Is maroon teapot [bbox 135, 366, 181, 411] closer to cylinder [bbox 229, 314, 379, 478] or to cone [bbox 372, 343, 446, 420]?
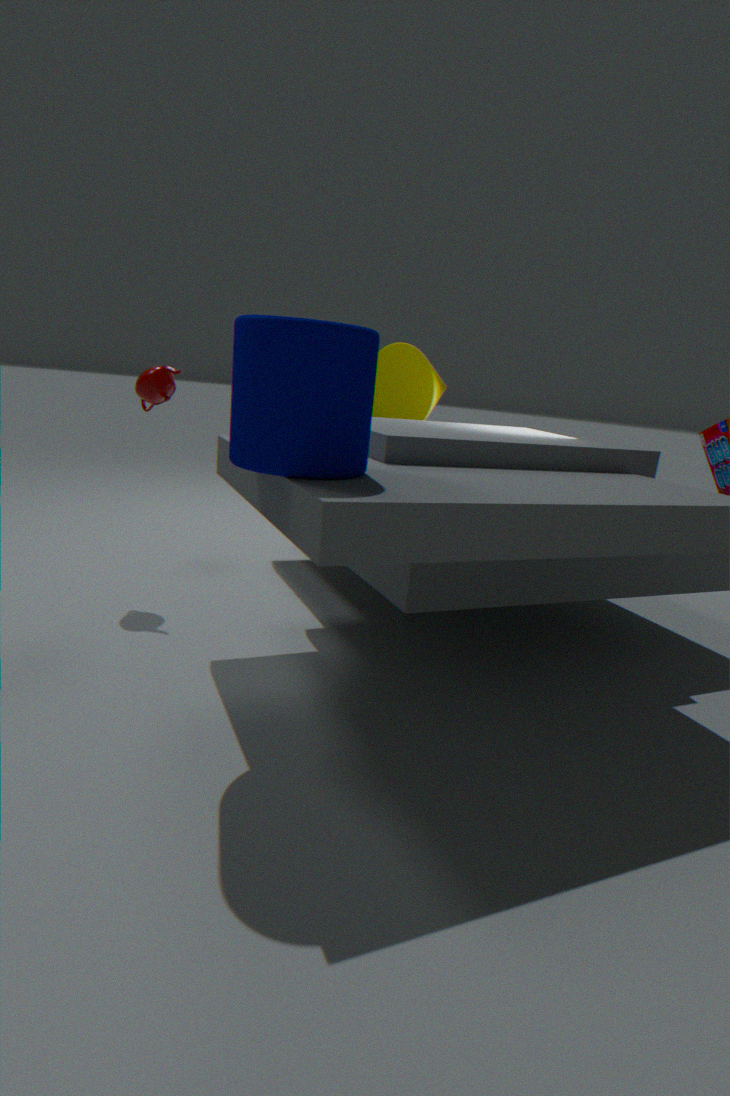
cylinder [bbox 229, 314, 379, 478]
